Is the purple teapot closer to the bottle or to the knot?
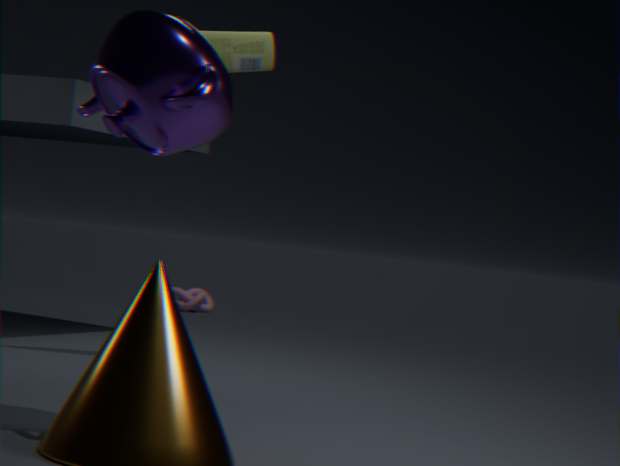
the bottle
